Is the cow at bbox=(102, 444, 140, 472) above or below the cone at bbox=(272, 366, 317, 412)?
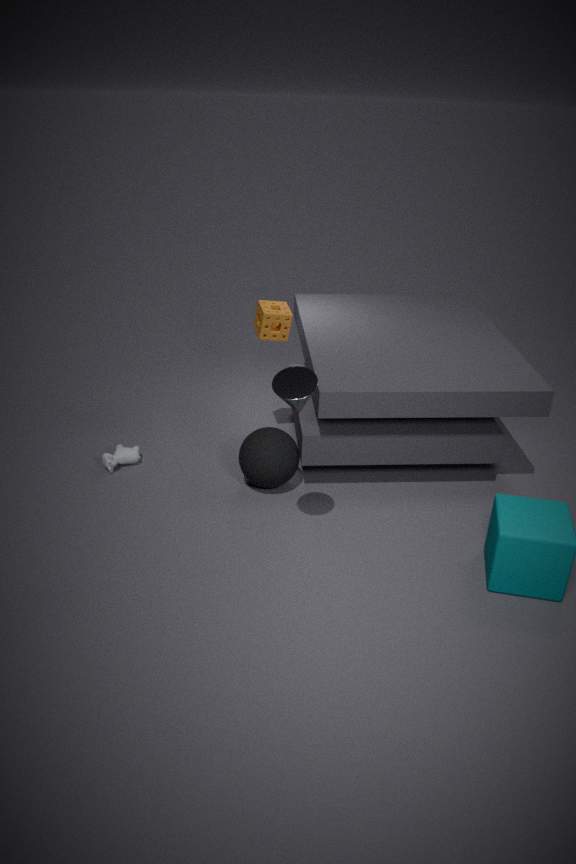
below
